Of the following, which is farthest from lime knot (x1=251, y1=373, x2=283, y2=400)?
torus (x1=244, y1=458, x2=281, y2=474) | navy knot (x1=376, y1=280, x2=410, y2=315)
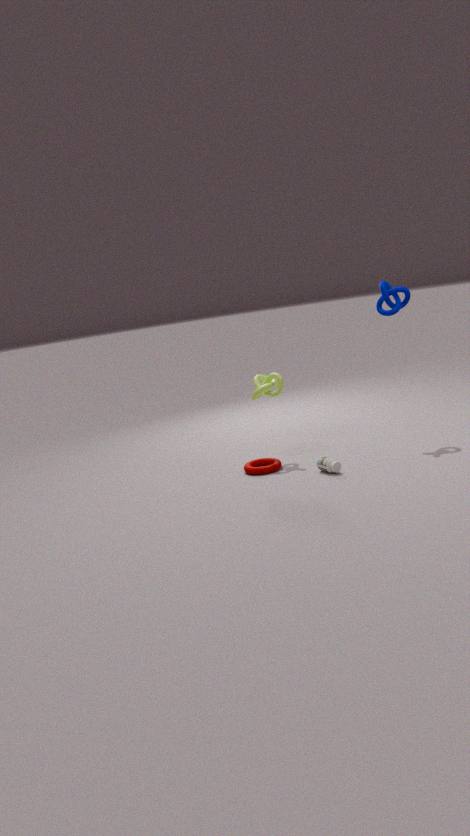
navy knot (x1=376, y1=280, x2=410, y2=315)
